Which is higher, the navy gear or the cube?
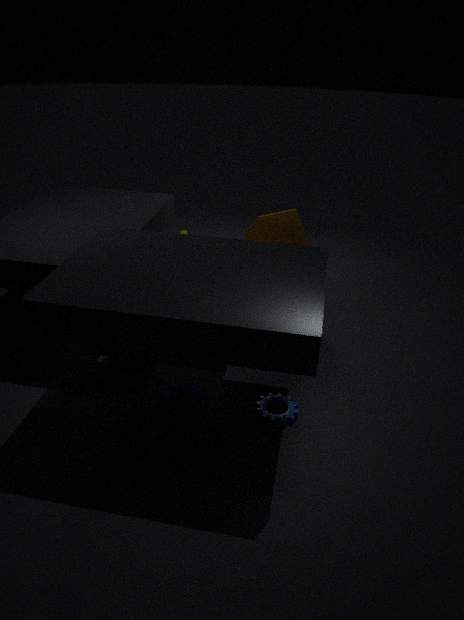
the cube
